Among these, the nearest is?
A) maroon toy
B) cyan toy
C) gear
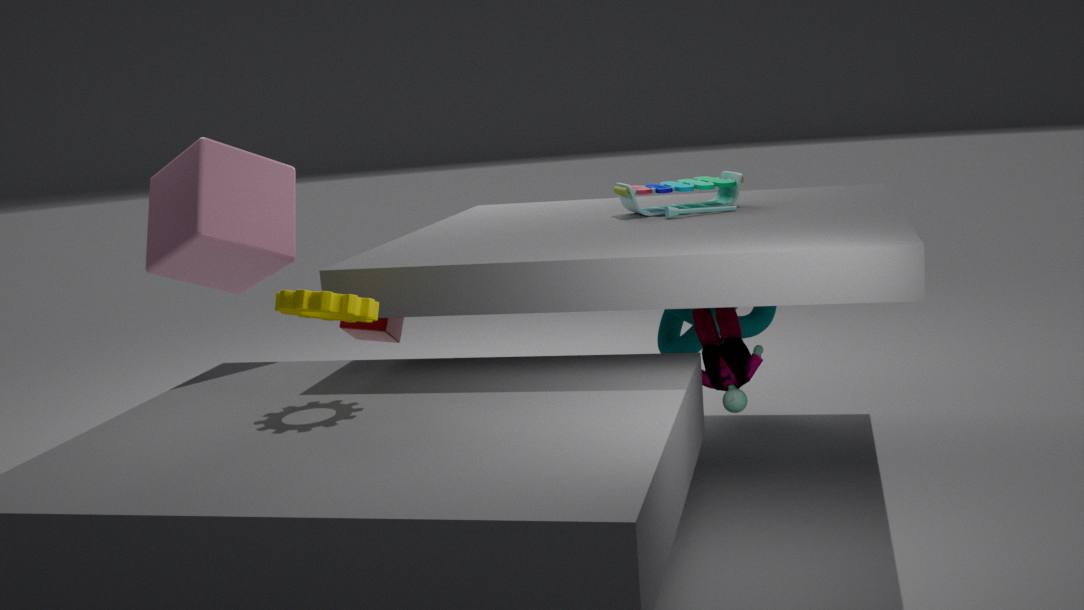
gear
